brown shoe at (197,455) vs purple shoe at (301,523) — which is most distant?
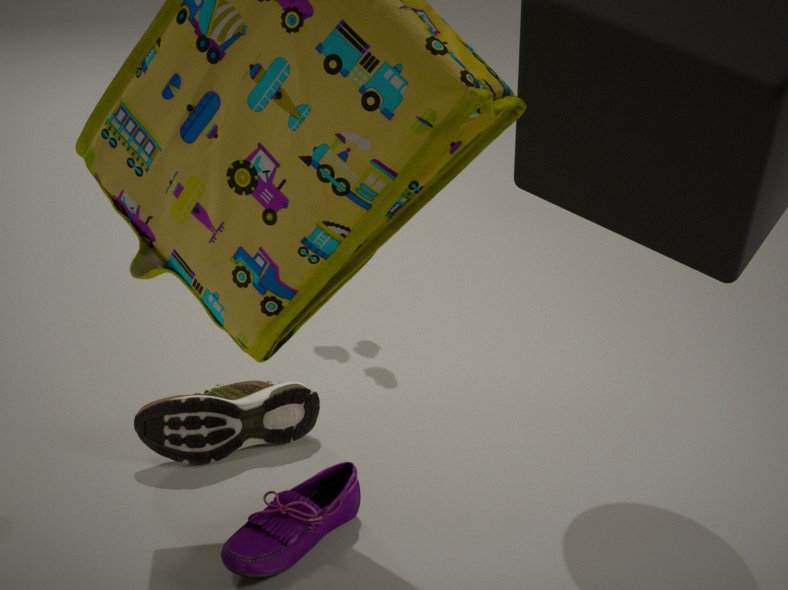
brown shoe at (197,455)
